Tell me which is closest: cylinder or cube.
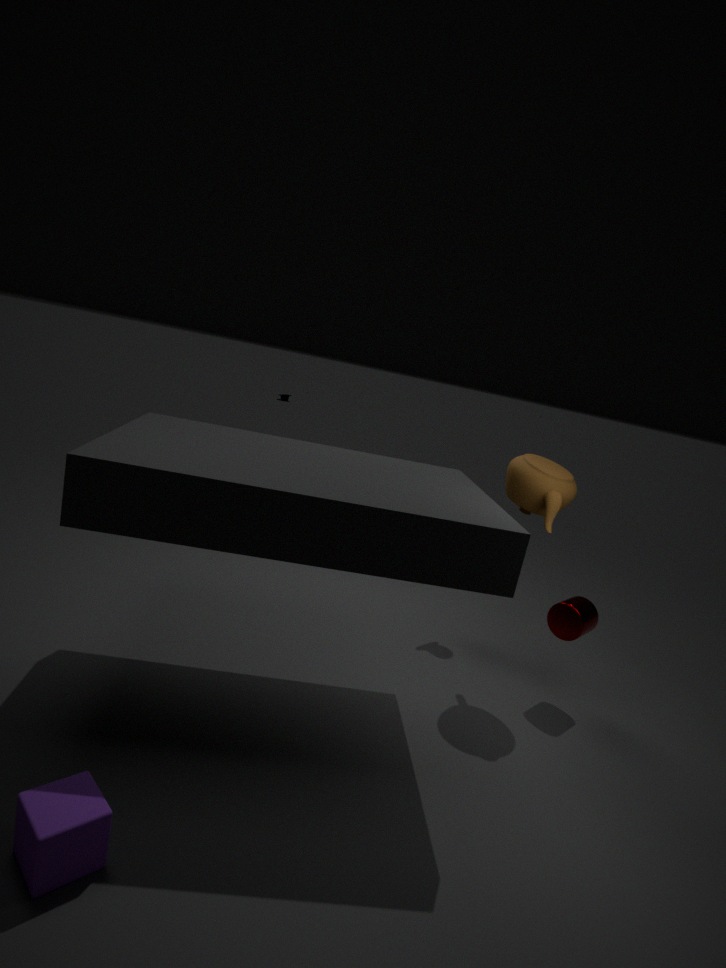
cube
